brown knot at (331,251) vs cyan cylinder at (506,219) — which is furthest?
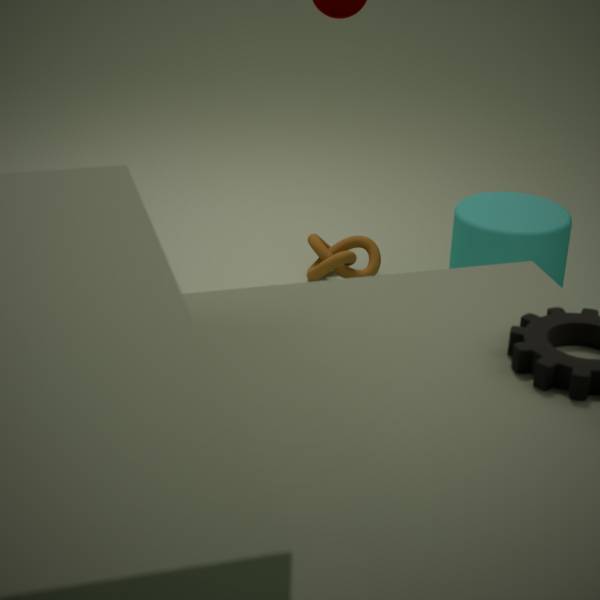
brown knot at (331,251)
